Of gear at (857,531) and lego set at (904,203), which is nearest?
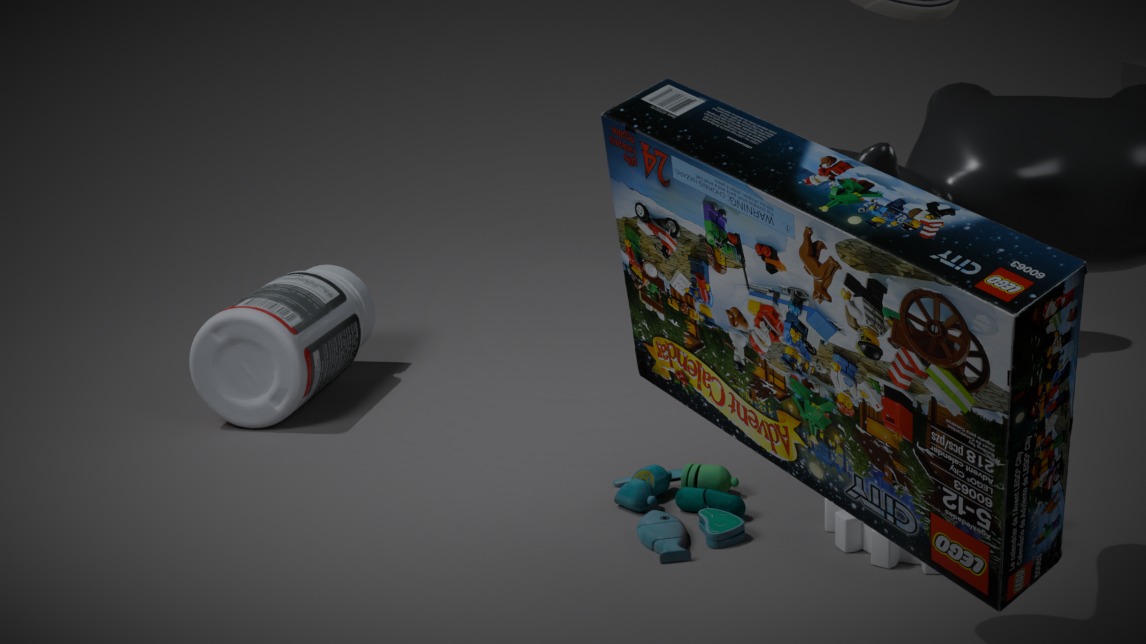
lego set at (904,203)
